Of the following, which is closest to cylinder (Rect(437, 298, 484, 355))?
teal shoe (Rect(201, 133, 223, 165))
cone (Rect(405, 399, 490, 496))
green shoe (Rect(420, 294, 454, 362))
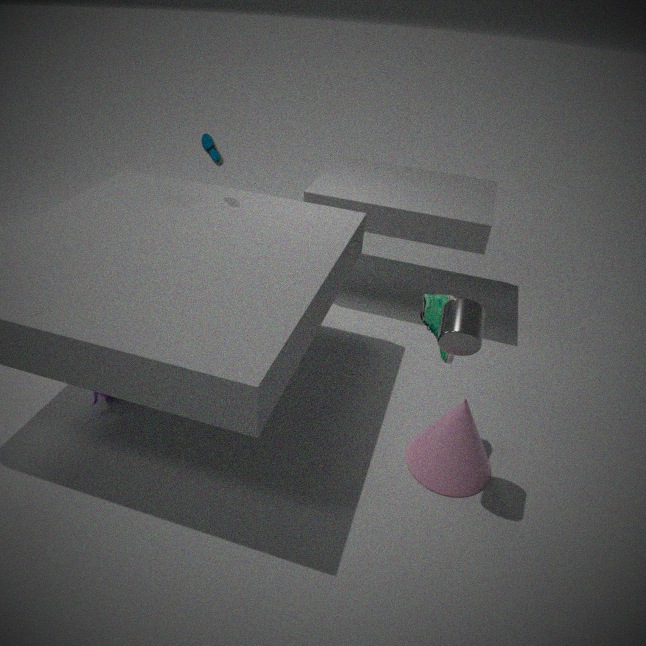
green shoe (Rect(420, 294, 454, 362))
